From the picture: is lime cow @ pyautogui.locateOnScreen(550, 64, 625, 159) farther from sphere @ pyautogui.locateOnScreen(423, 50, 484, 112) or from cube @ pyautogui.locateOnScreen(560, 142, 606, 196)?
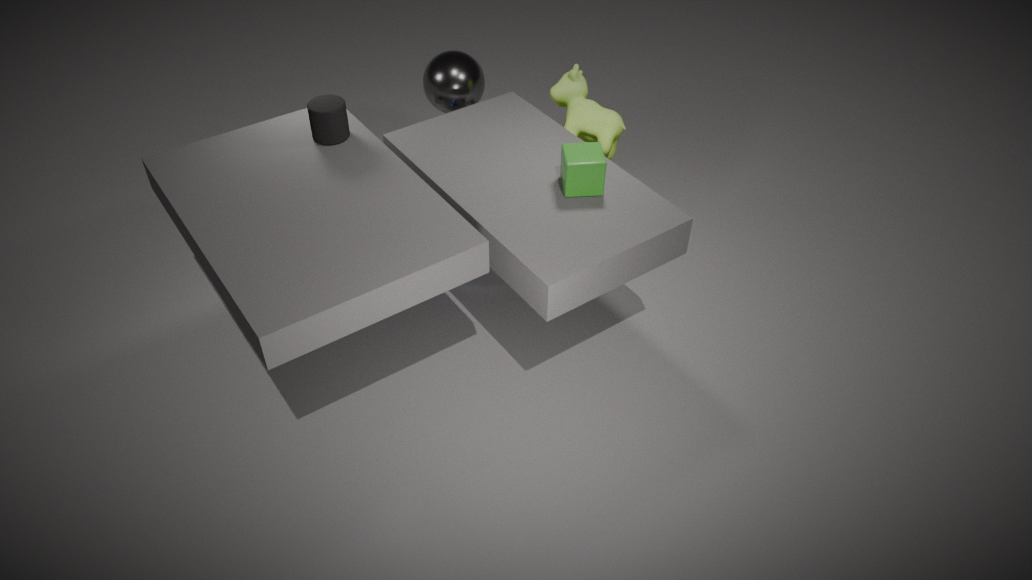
sphere @ pyautogui.locateOnScreen(423, 50, 484, 112)
